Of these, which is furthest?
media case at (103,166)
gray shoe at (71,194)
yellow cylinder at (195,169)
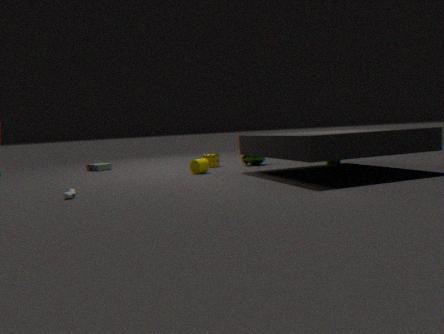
media case at (103,166)
